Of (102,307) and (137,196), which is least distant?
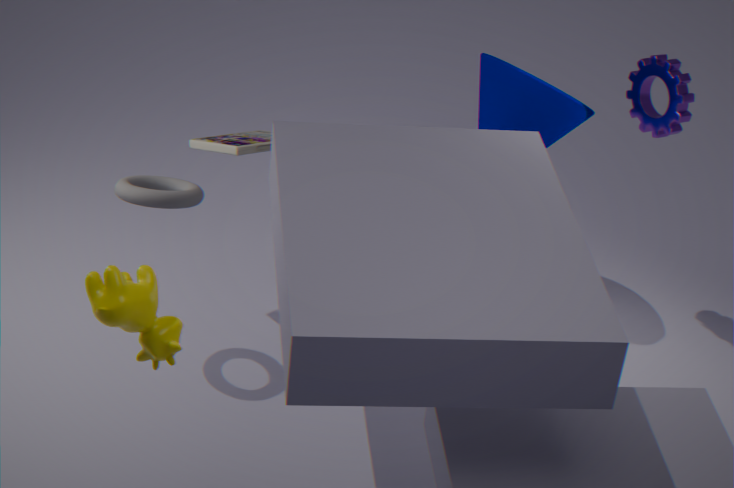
(102,307)
